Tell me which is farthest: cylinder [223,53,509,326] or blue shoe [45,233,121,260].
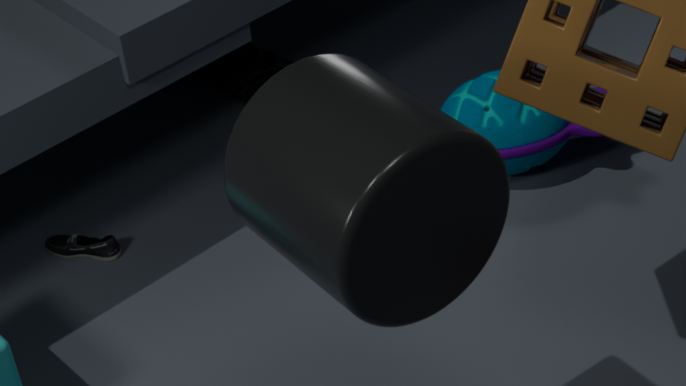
blue shoe [45,233,121,260]
